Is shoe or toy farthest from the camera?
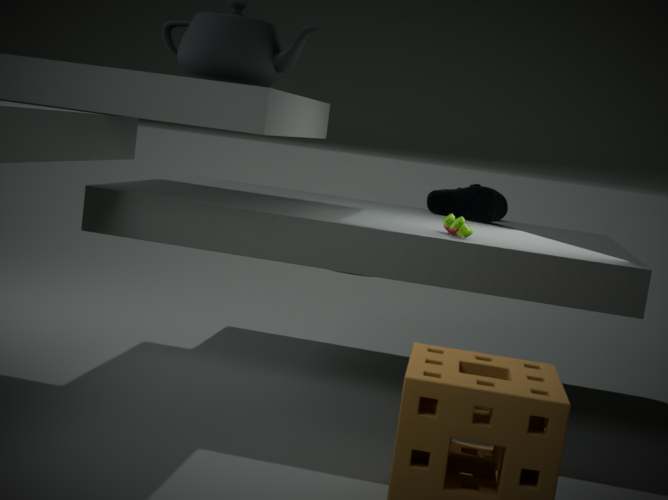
shoe
